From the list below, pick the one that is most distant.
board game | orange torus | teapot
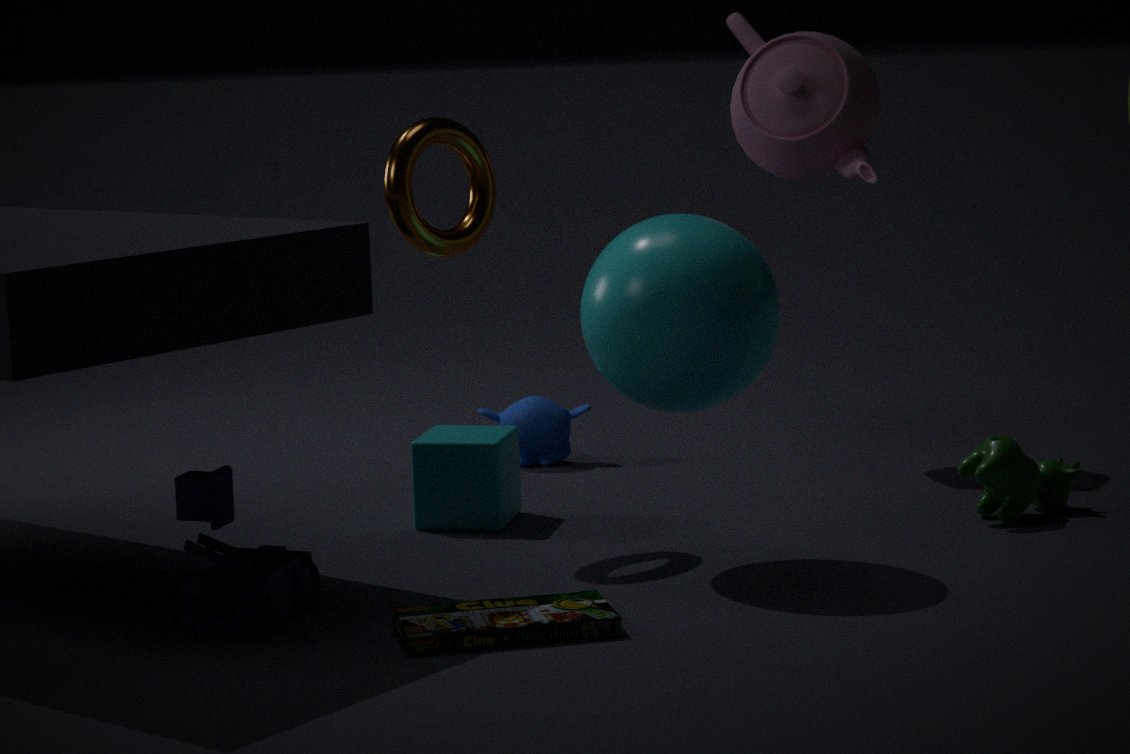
teapot
